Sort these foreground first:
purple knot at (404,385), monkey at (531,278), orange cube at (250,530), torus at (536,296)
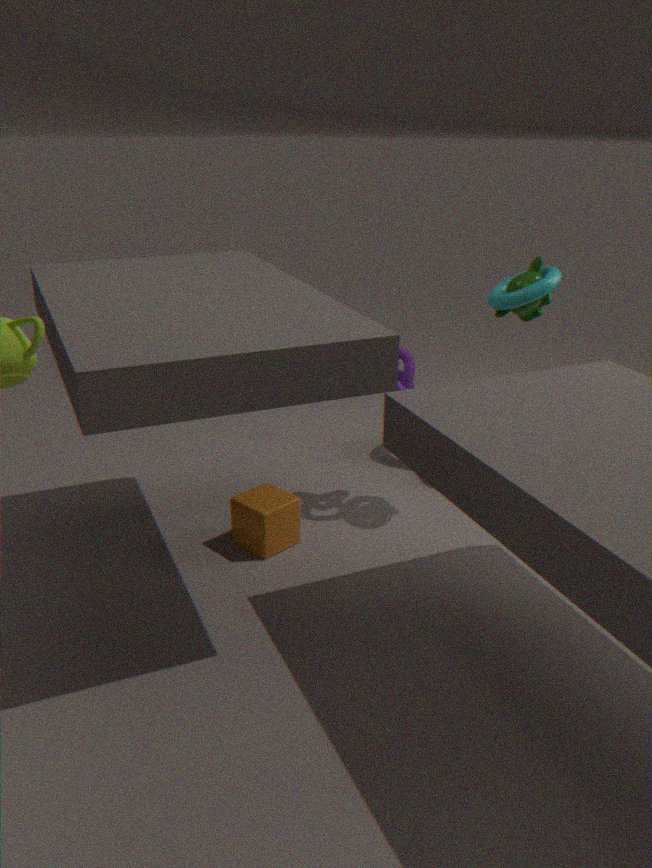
torus at (536,296), orange cube at (250,530), monkey at (531,278), purple knot at (404,385)
